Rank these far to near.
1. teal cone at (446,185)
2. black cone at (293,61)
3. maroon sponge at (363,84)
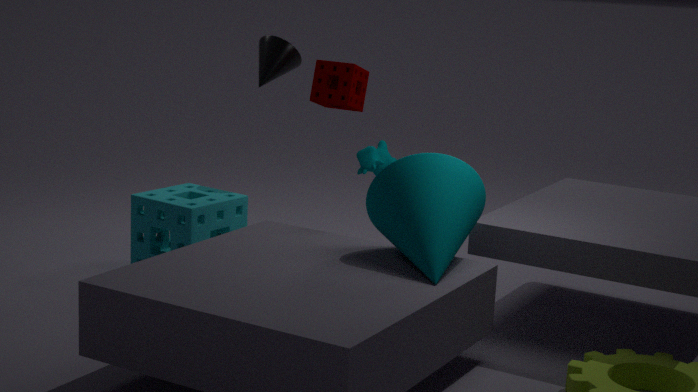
black cone at (293,61), maroon sponge at (363,84), teal cone at (446,185)
